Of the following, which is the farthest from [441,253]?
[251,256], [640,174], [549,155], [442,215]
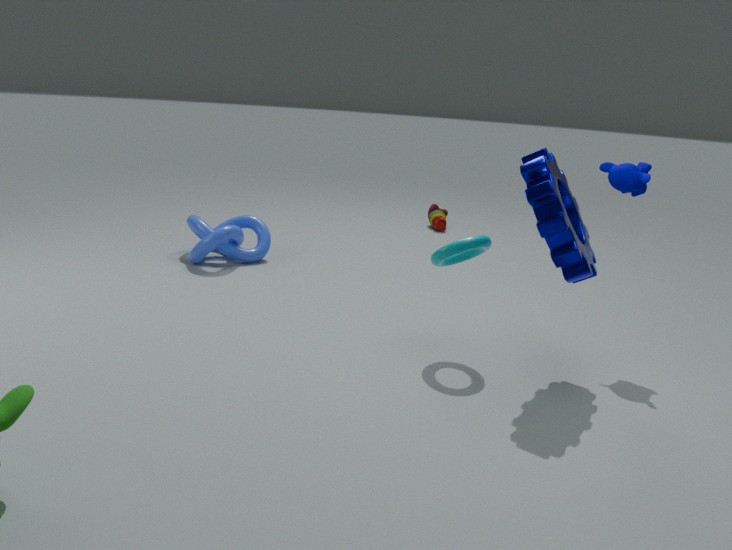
[442,215]
